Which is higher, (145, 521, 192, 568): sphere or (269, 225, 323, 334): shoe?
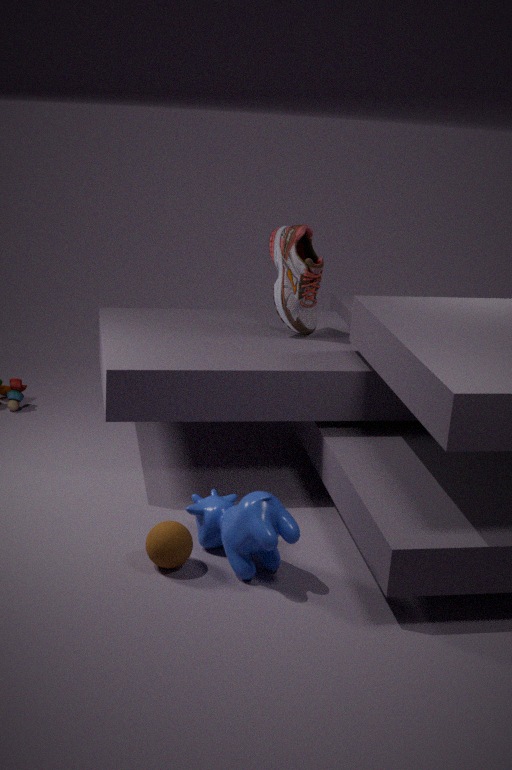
(269, 225, 323, 334): shoe
